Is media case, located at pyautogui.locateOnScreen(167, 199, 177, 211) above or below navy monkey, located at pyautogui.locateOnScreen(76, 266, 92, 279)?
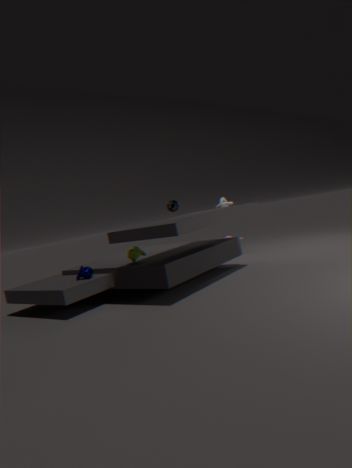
above
